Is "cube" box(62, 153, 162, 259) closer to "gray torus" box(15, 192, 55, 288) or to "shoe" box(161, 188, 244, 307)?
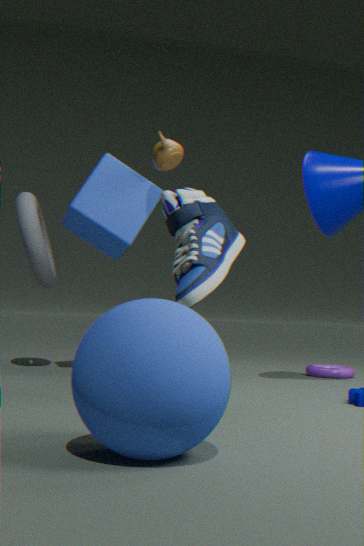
"gray torus" box(15, 192, 55, 288)
